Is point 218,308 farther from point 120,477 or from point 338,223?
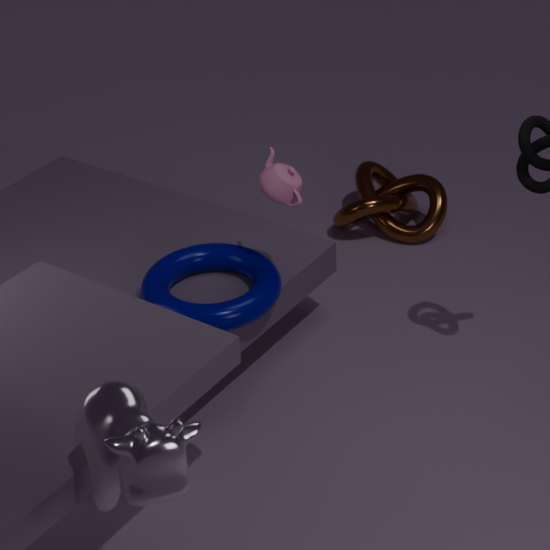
point 120,477
